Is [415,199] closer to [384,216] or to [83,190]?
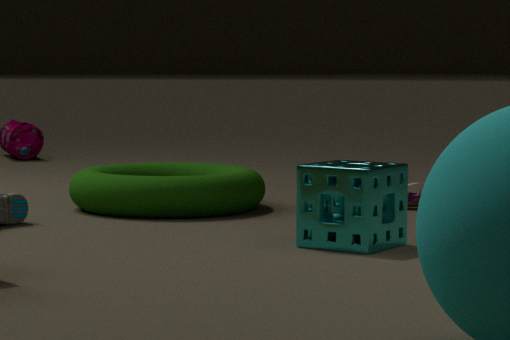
[83,190]
